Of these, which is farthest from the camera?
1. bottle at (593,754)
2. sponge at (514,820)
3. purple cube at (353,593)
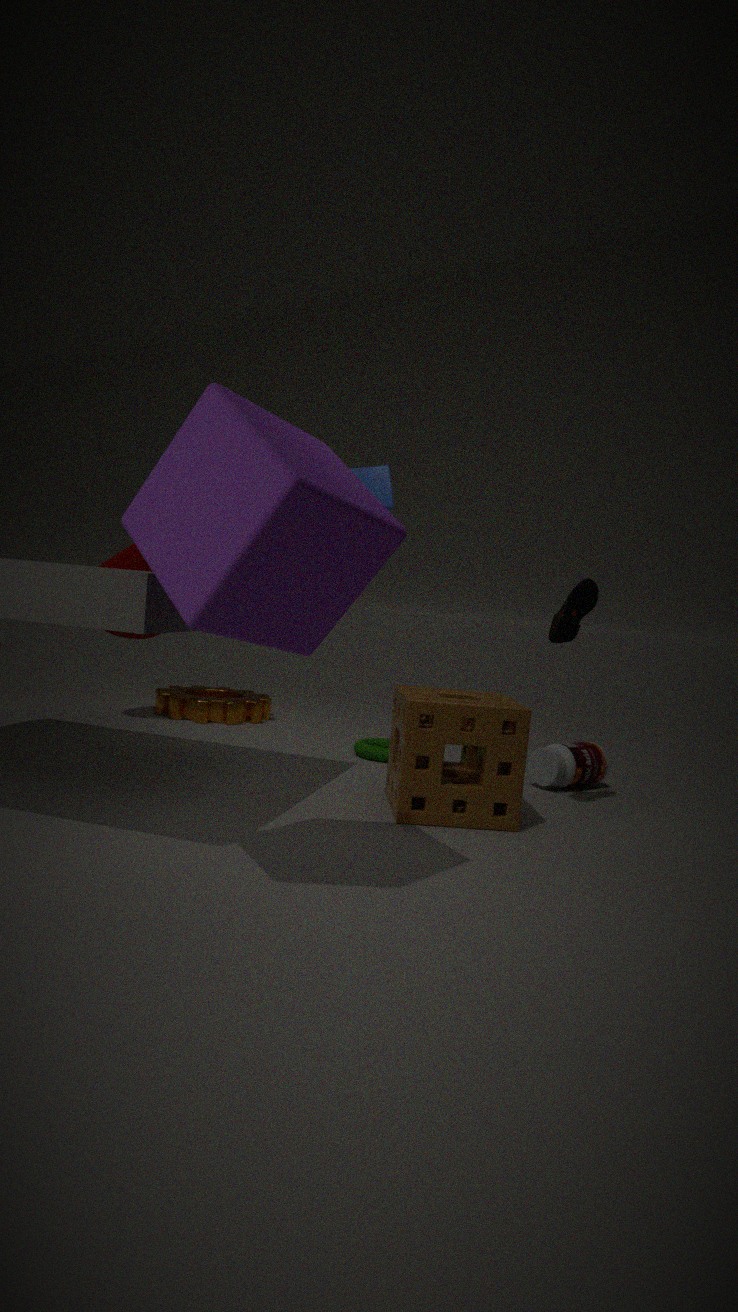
bottle at (593,754)
